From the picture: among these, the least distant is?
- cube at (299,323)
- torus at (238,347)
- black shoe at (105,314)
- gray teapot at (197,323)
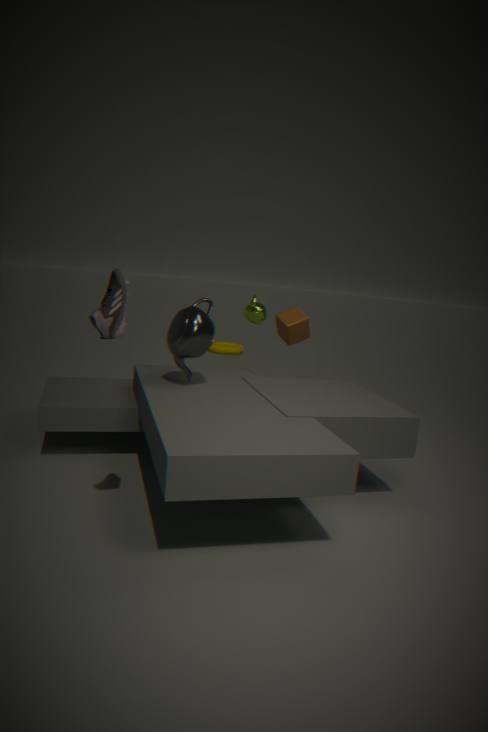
black shoe at (105,314)
